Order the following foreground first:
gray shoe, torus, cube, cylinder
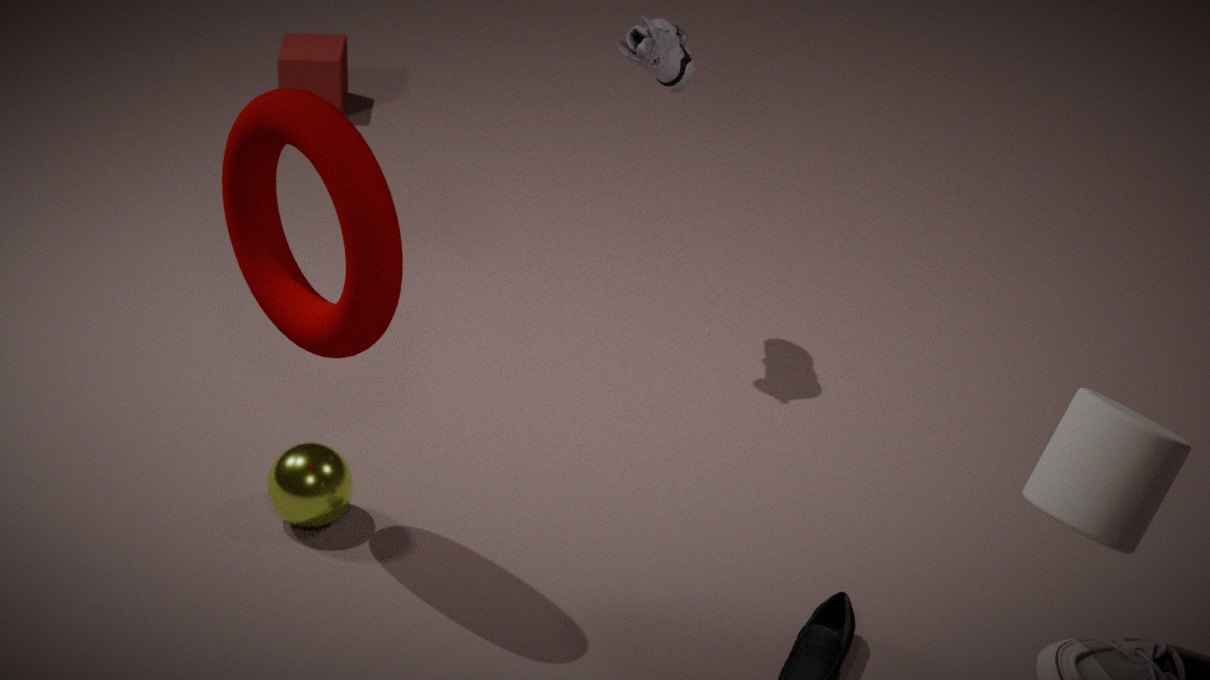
cylinder
torus
gray shoe
cube
